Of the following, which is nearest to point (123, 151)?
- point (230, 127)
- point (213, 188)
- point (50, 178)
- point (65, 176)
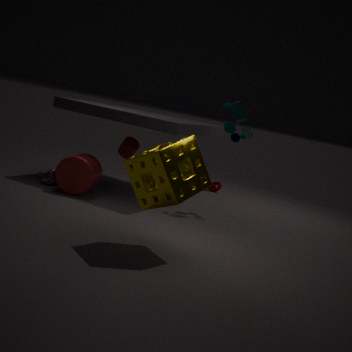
point (65, 176)
